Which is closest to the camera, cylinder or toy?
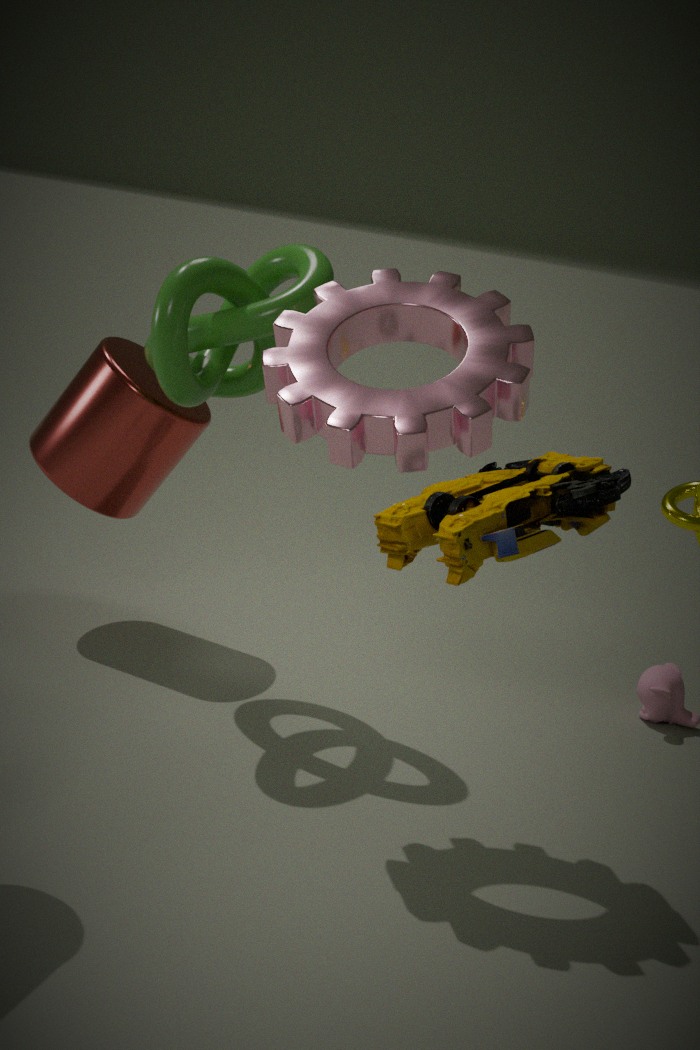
toy
